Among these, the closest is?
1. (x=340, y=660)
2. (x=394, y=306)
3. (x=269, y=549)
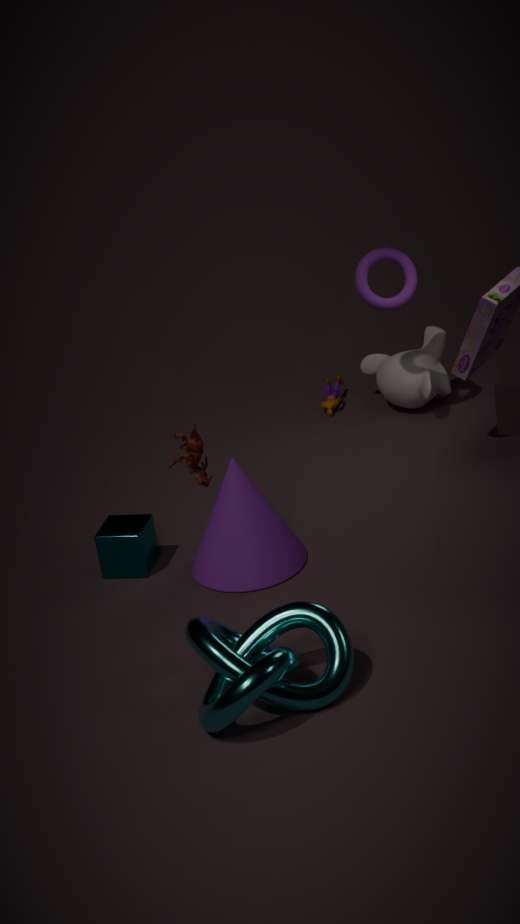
(x=340, y=660)
